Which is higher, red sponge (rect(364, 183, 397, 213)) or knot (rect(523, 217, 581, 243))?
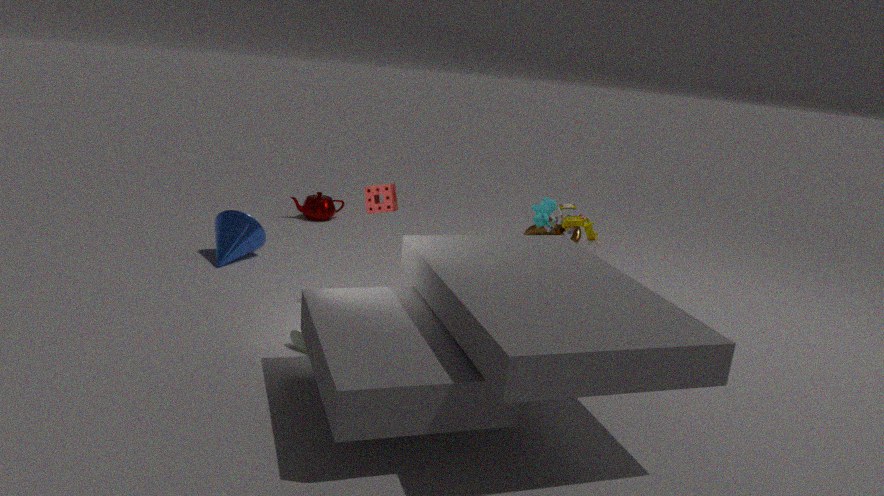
red sponge (rect(364, 183, 397, 213))
